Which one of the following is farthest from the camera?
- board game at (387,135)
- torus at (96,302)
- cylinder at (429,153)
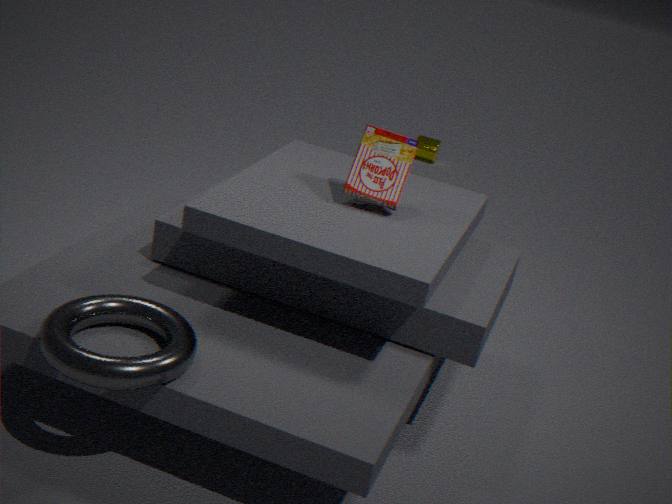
cylinder at (429,153)
